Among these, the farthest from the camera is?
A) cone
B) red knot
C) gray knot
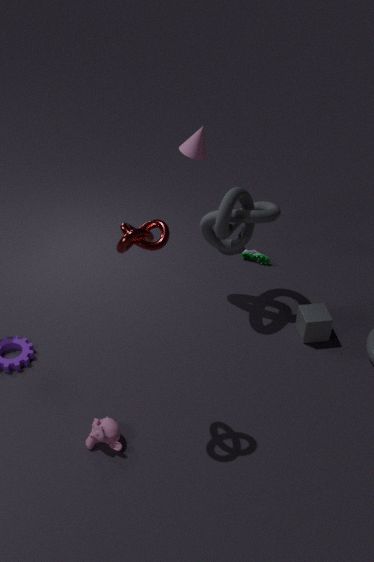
cone
